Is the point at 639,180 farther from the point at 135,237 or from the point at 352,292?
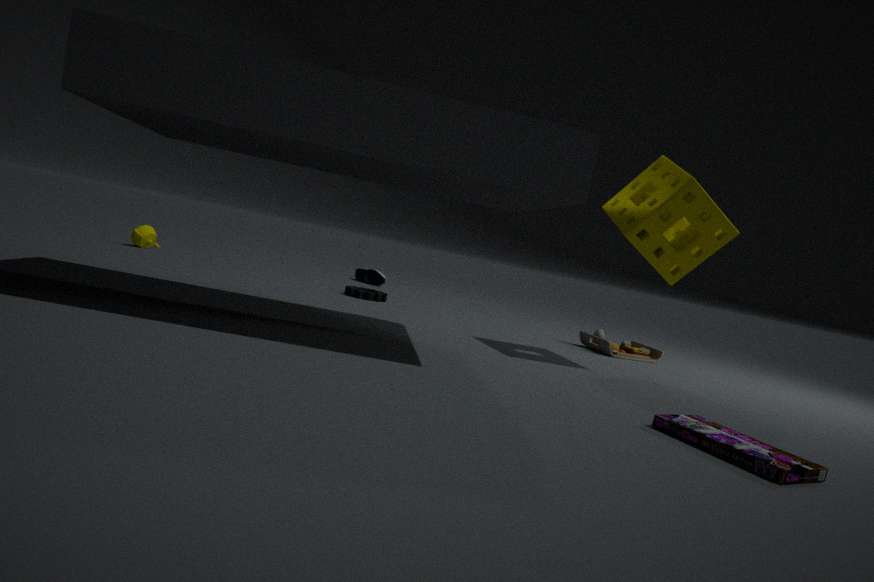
the point at 135,237
